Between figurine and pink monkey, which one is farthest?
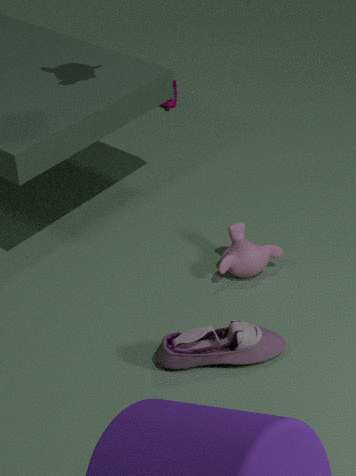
figurine
